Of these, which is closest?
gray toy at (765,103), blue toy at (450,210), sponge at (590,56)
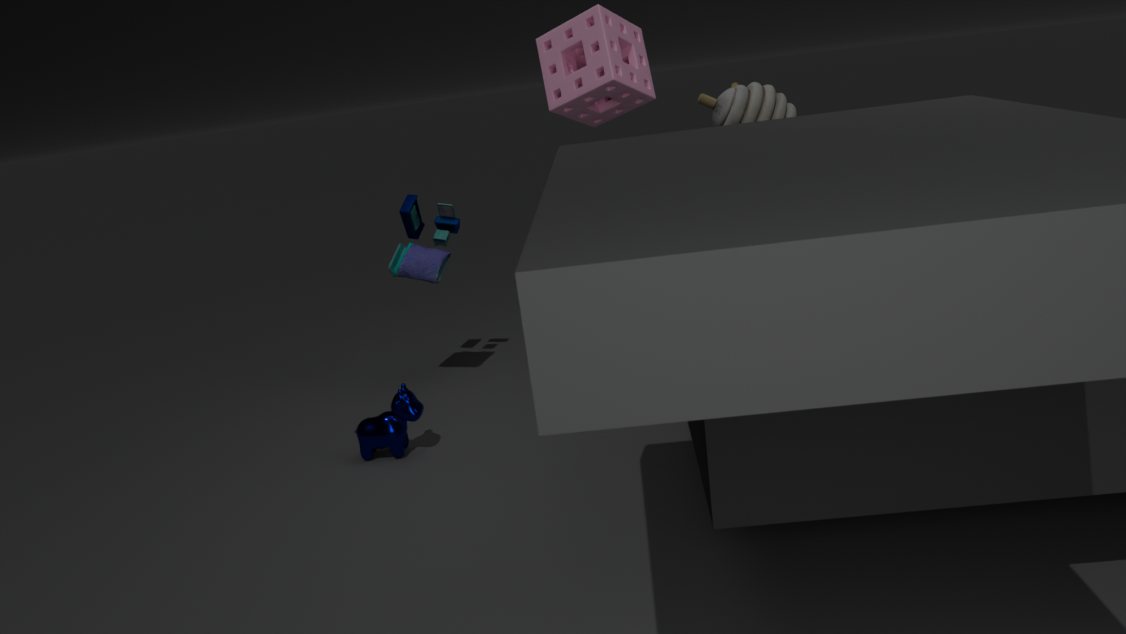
sponge at (590,56)
